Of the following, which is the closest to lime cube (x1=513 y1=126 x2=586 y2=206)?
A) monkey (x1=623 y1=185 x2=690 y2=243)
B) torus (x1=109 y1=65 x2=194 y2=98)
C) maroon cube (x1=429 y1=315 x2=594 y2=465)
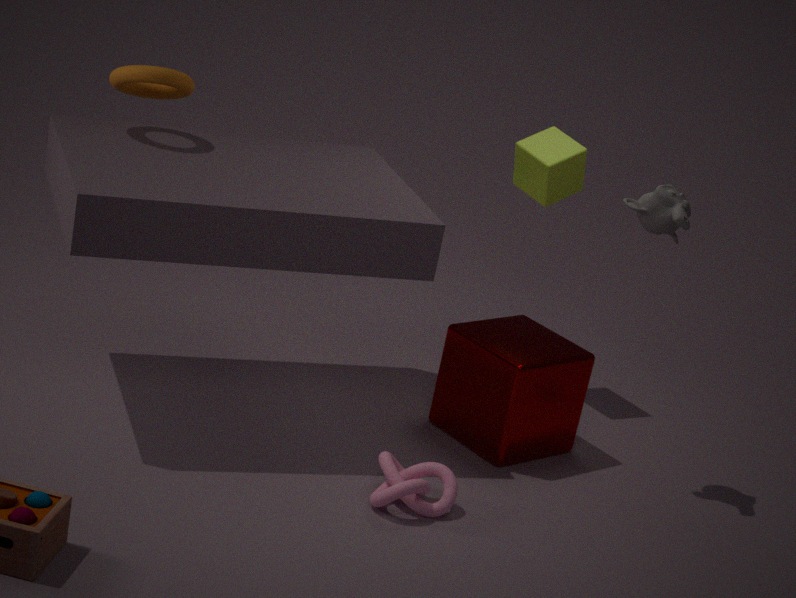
maroon cube (x1=429 y1=315 x2=594 y2=465)
